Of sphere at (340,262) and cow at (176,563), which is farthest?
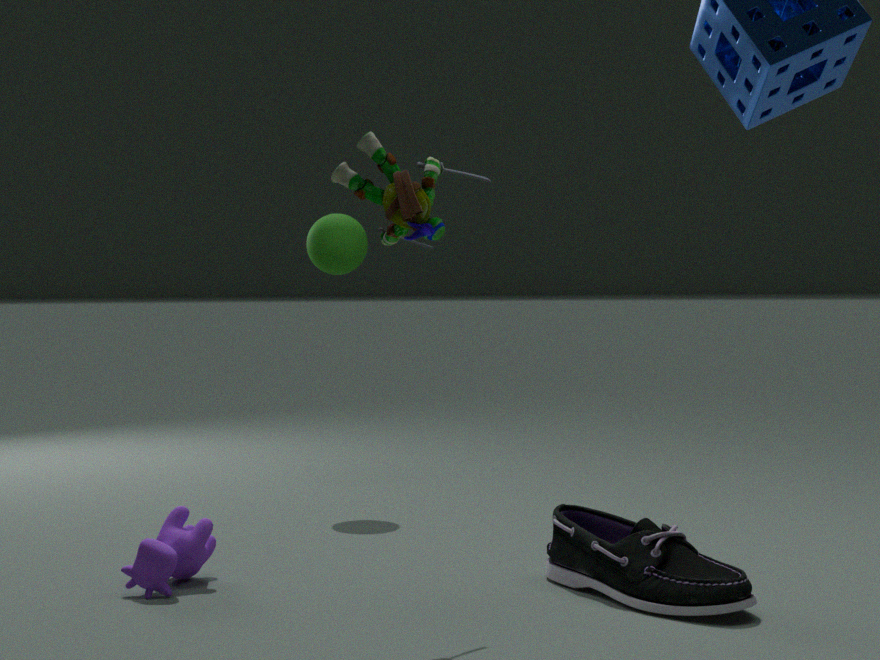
sphere at (340,262)
